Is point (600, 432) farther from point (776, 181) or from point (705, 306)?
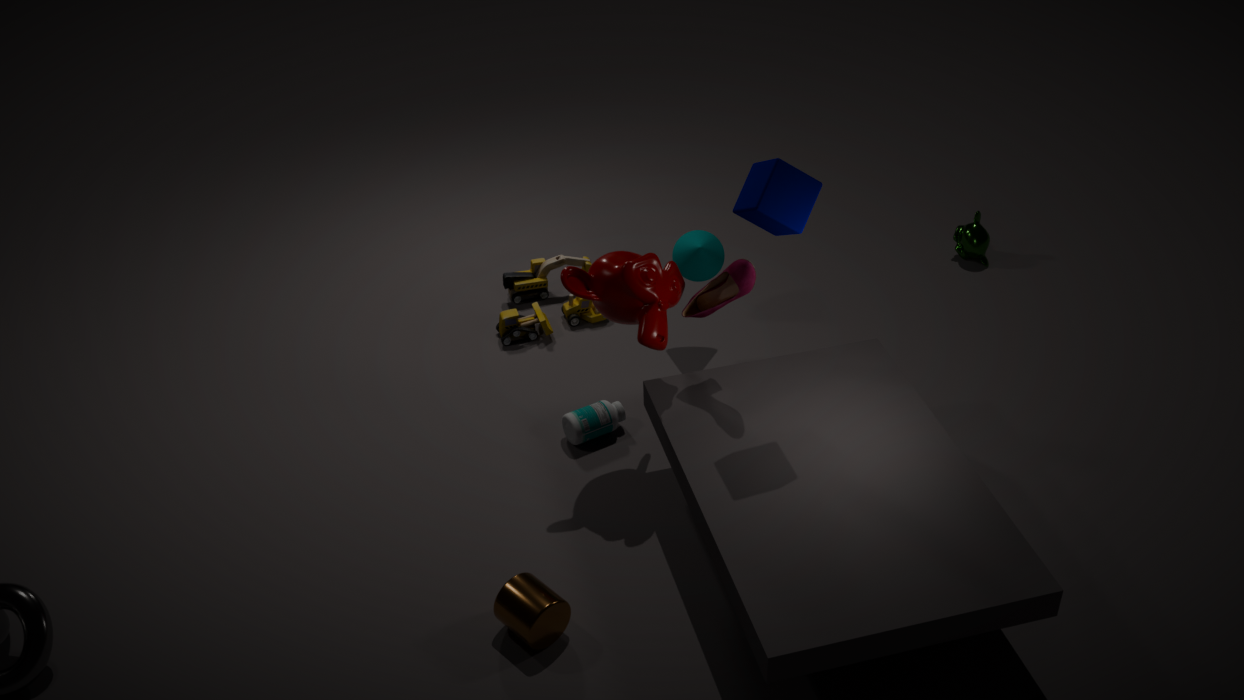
point (776, 181)
